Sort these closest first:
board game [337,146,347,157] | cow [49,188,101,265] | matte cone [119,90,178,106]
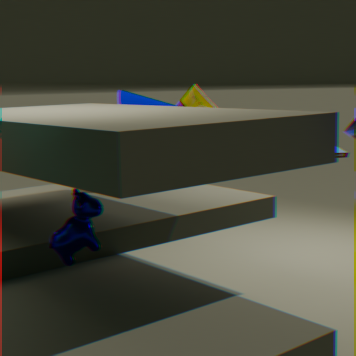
cow [49,188,101,265] < board game [337,146,347,157] < matte cone [119,90,178,106]
